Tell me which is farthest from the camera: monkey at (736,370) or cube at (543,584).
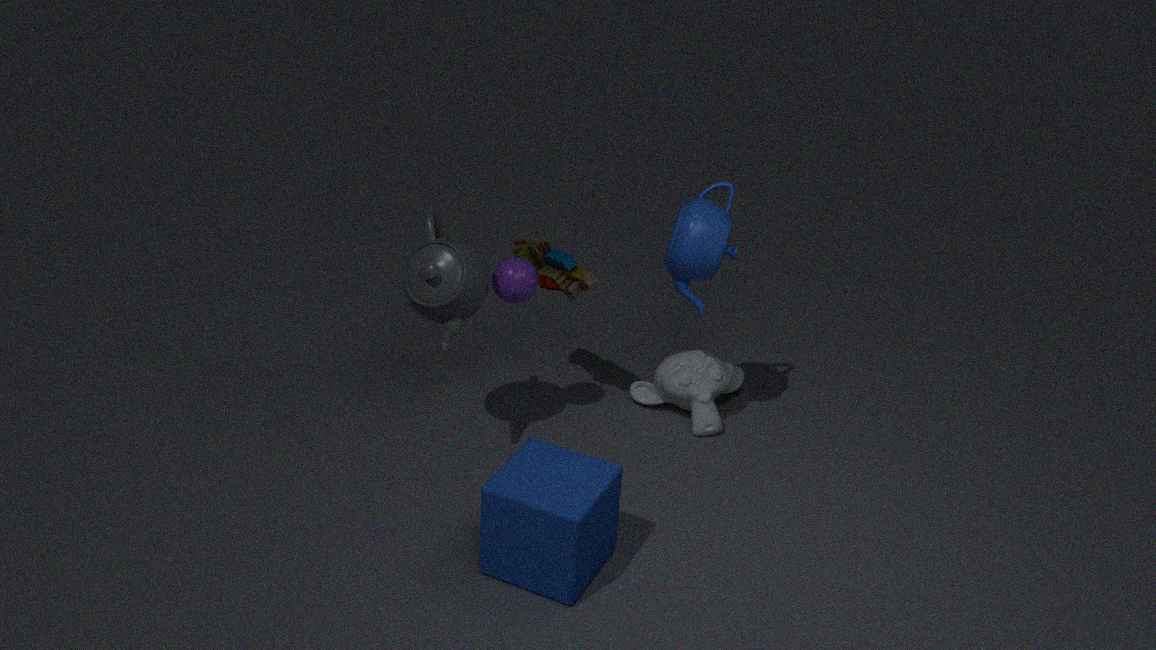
monkey at (736,370)
